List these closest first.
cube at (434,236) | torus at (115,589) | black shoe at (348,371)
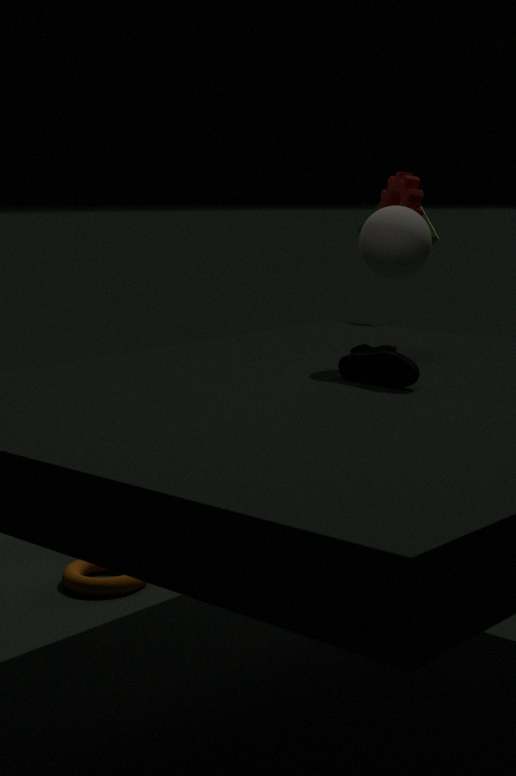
black shoe at (348,371), torus at (115,589), cube at (434,236)
